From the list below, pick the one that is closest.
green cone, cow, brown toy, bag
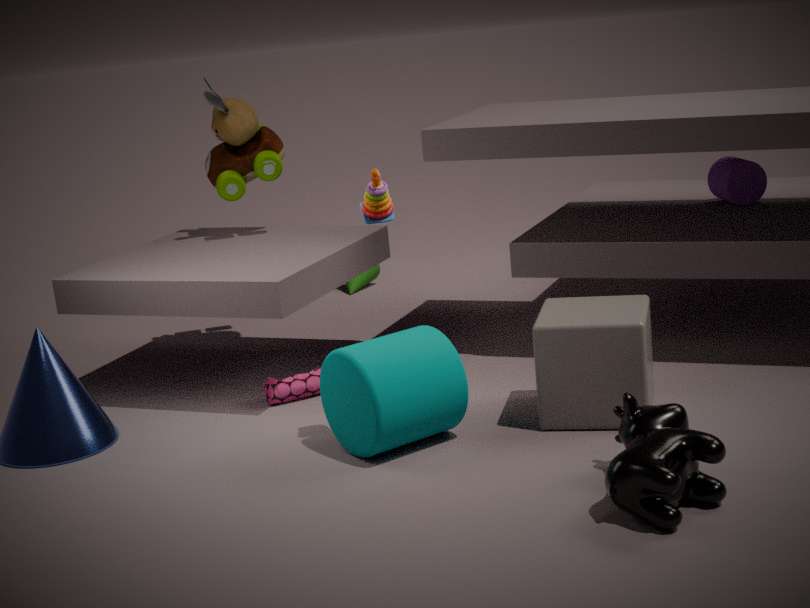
cow
